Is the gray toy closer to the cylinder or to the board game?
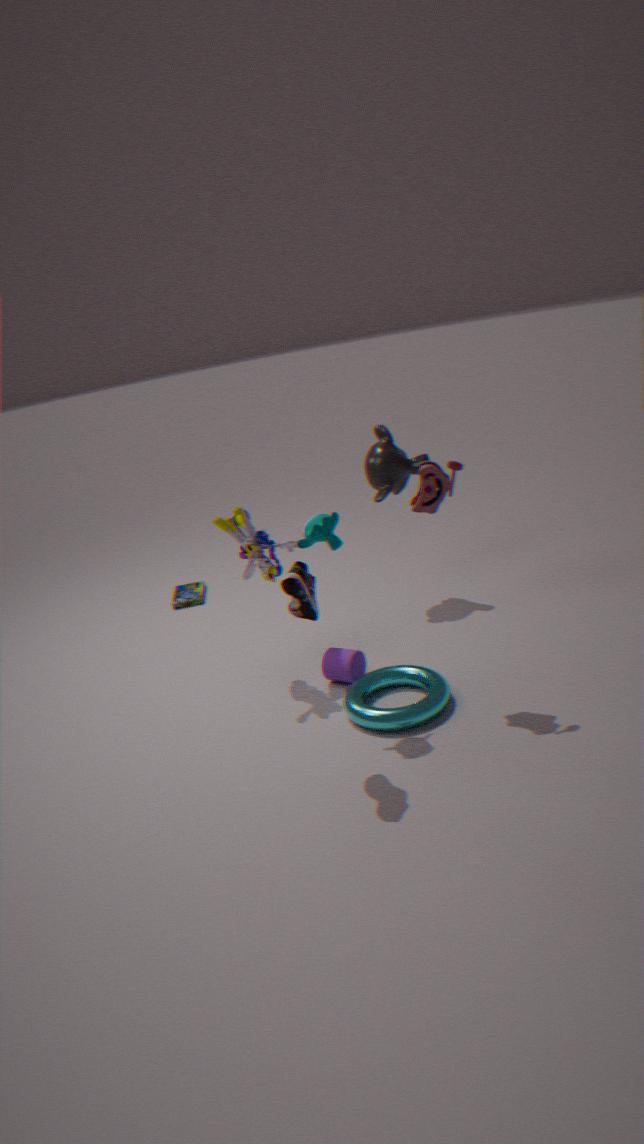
the cylinder
